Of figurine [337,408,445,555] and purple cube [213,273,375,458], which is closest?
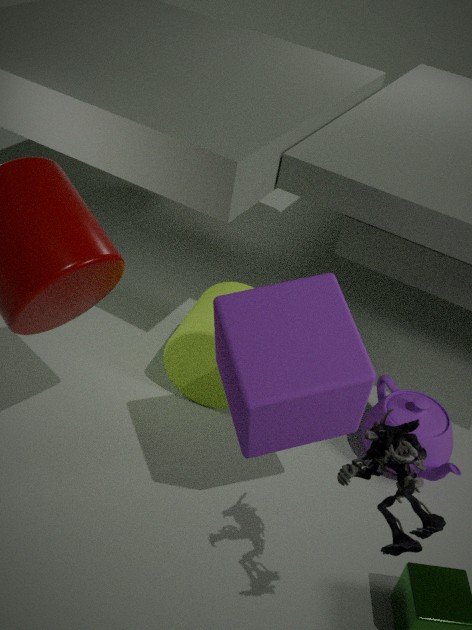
figurine [337,408,445,555]
